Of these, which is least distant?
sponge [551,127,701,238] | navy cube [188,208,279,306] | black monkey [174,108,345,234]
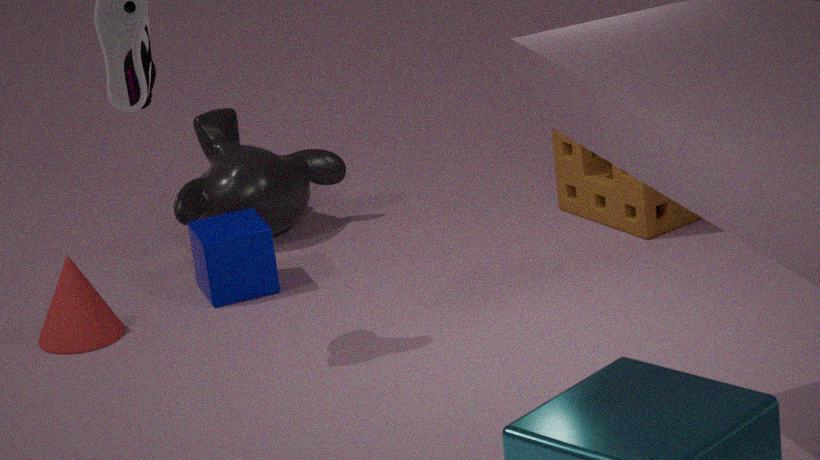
navy cube [188,208,279,306]
